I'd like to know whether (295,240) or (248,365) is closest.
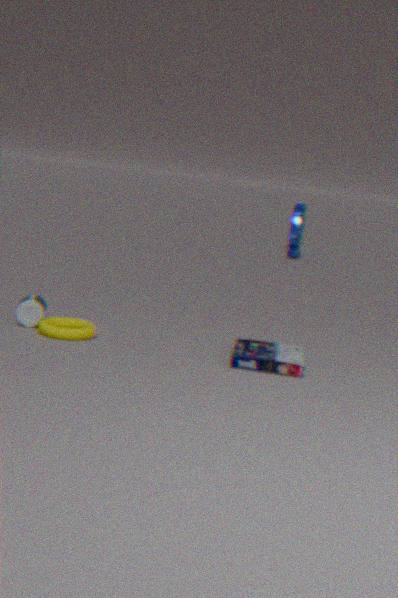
(248,365)
